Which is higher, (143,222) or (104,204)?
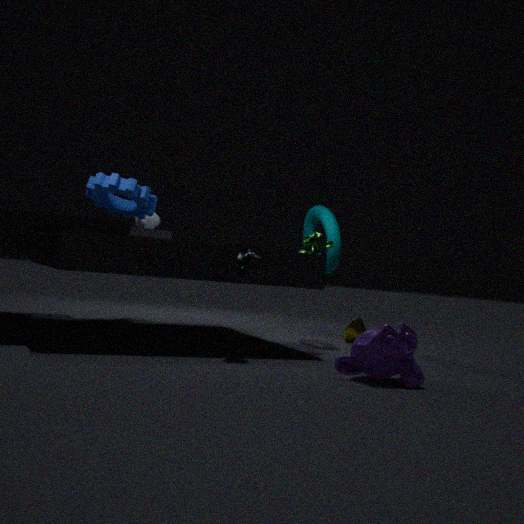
(104,204)
